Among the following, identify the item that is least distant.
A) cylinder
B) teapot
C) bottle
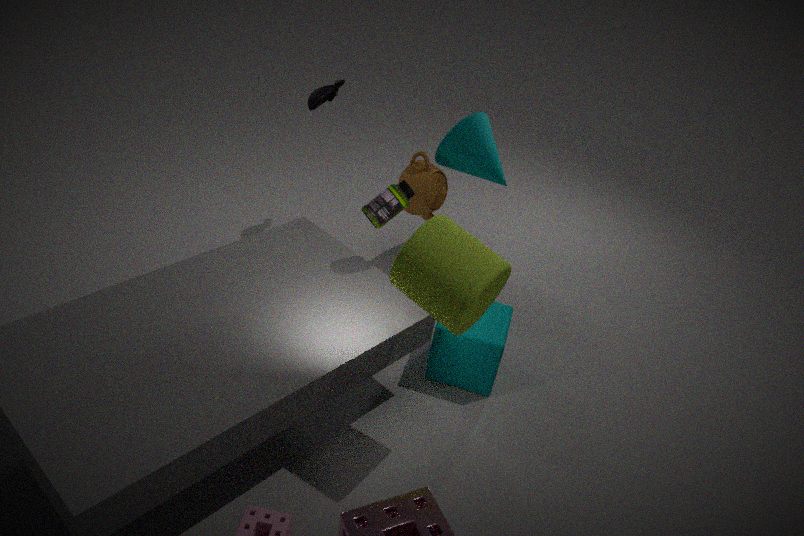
cylinder
